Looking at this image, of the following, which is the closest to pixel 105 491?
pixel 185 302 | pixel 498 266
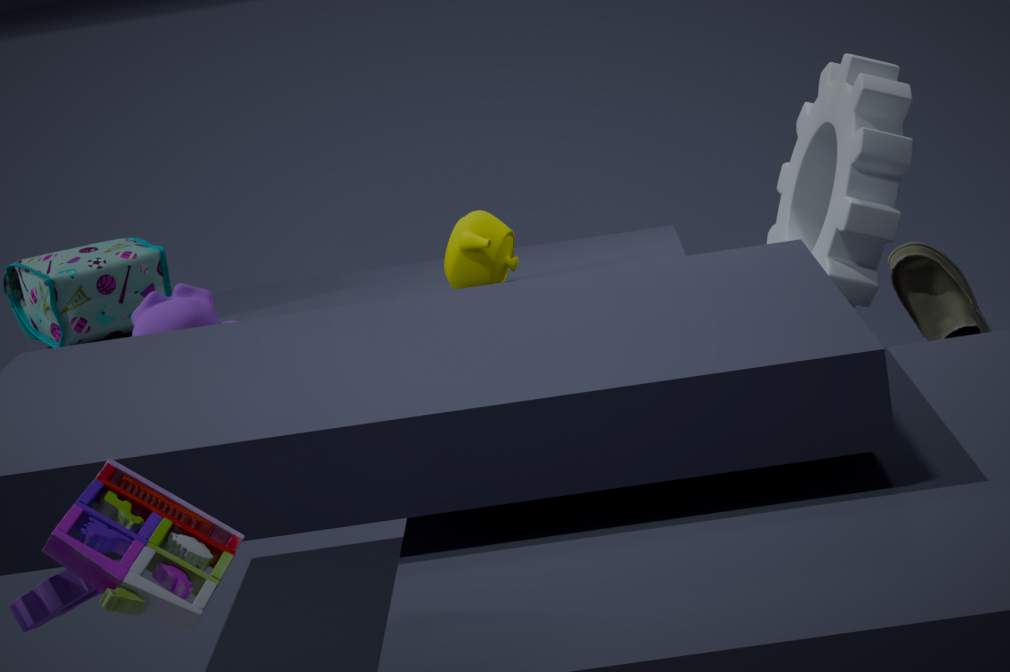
pixel 185 302
